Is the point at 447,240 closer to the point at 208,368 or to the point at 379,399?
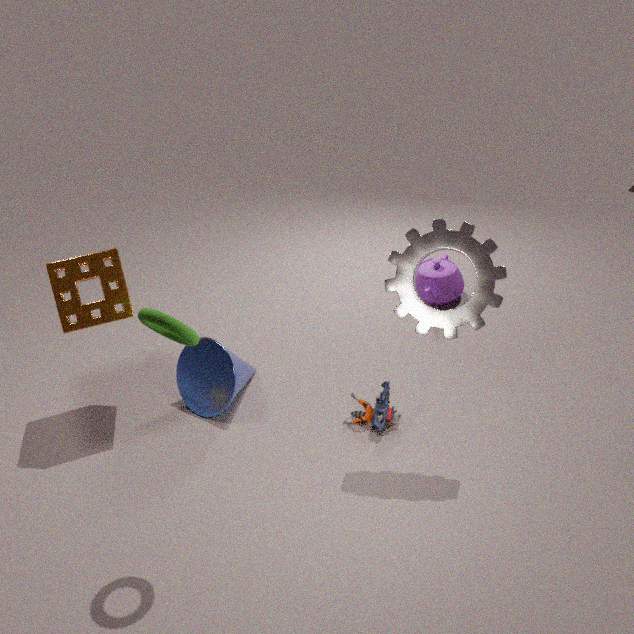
the point at 379,399
